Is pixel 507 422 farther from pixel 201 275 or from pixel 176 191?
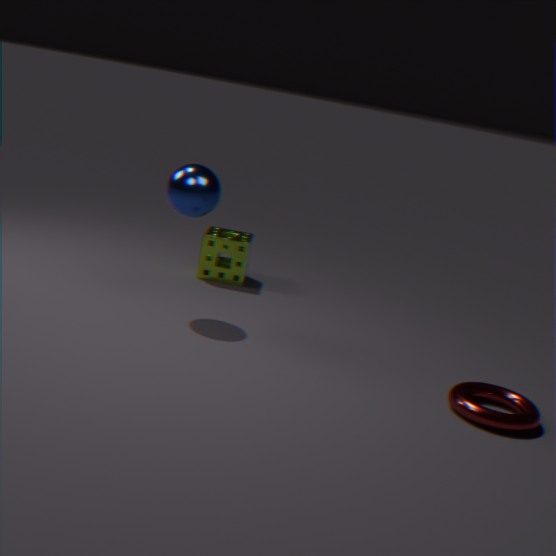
pixel 201 275
